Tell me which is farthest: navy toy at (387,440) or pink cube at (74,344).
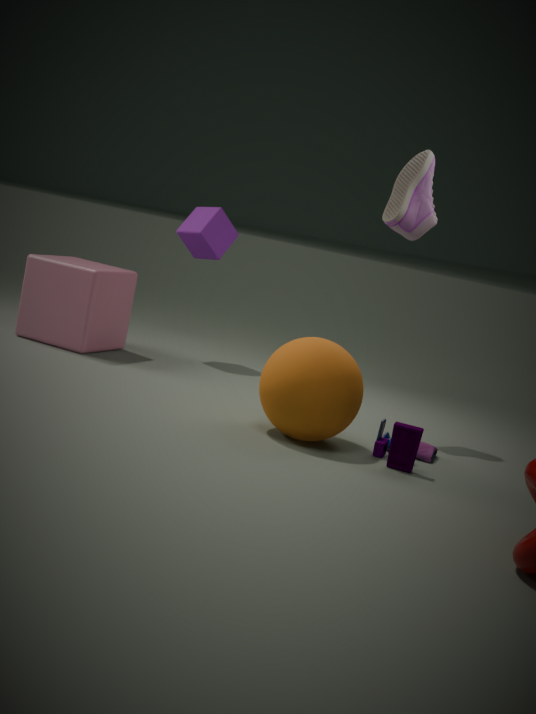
pink cube at (74,344)
